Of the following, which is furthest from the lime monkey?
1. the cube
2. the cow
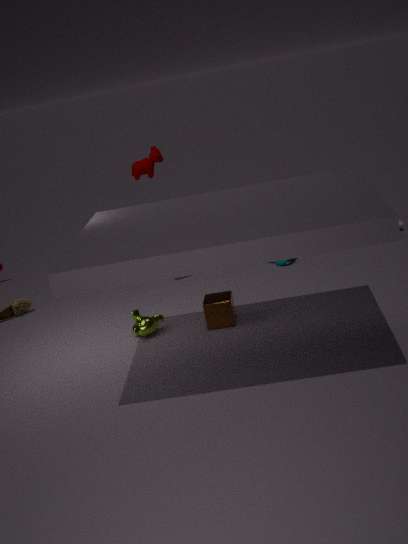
the cow
